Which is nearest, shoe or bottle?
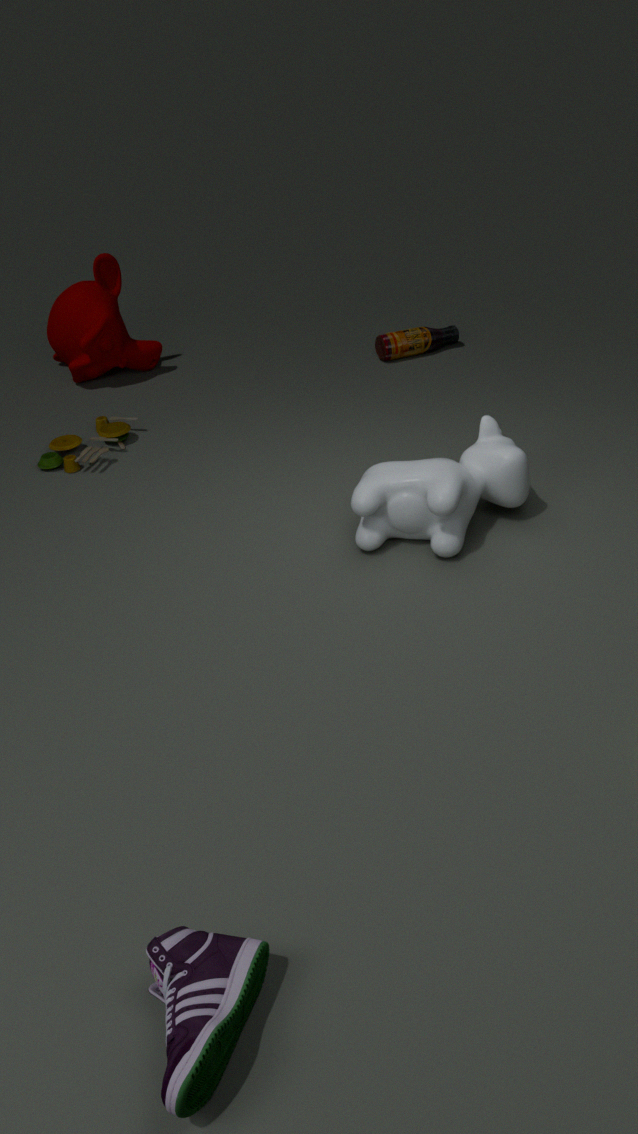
shoe
